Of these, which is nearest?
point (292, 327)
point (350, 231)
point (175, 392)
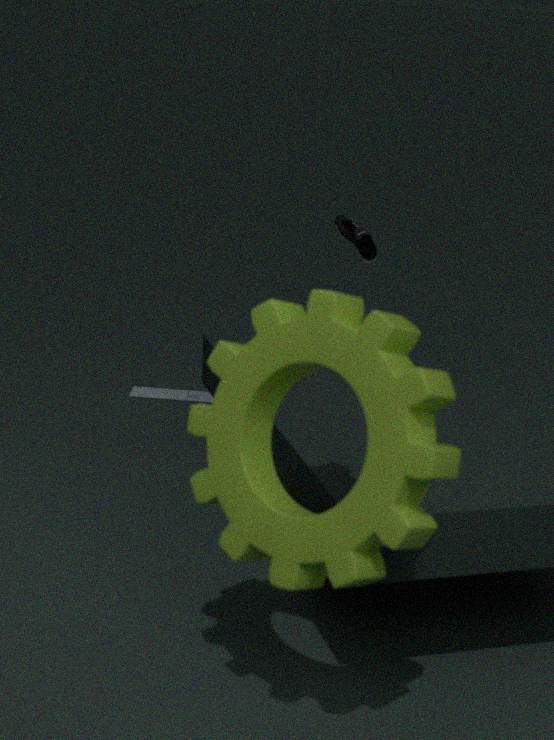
point (292, 327)
